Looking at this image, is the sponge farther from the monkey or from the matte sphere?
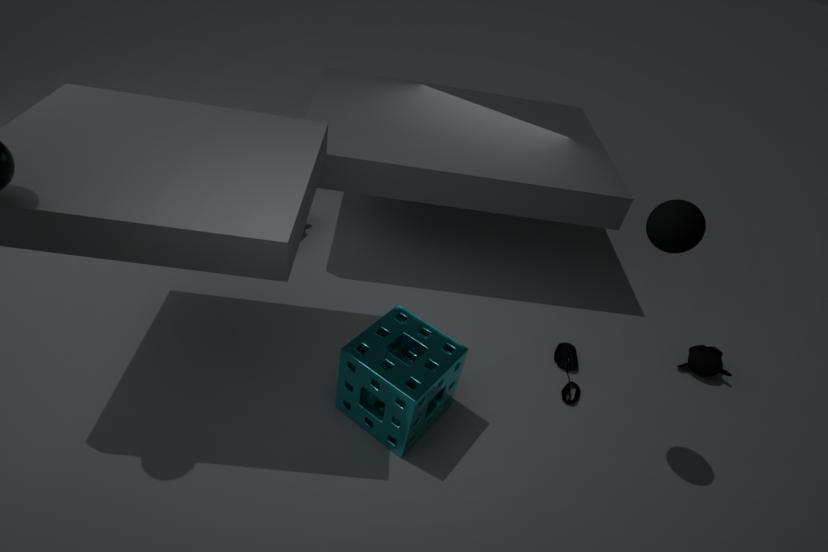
the monkey
